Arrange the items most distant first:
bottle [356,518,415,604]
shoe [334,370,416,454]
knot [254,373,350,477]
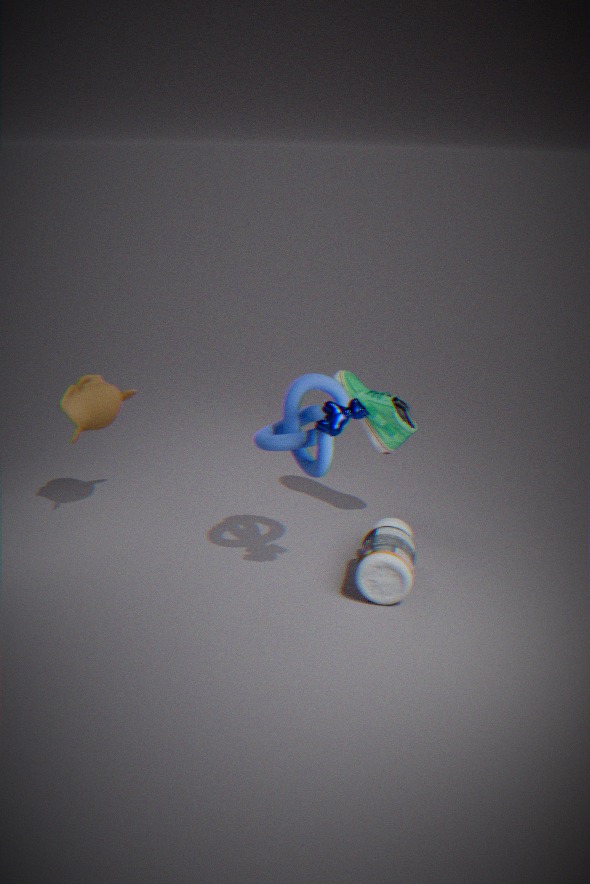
shoe [334,370,416,454], bottle [356,518,415,604], knot [254,373,350,477]
